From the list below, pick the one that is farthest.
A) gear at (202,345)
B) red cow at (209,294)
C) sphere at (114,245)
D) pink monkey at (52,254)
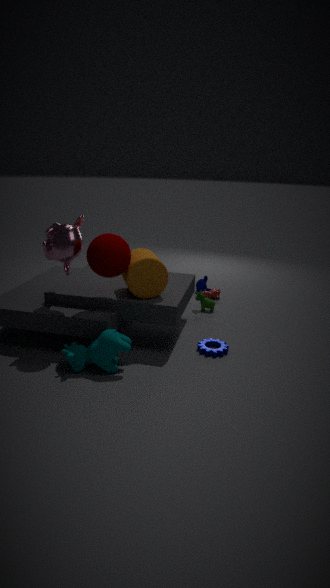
B. red cow at (209,294)
